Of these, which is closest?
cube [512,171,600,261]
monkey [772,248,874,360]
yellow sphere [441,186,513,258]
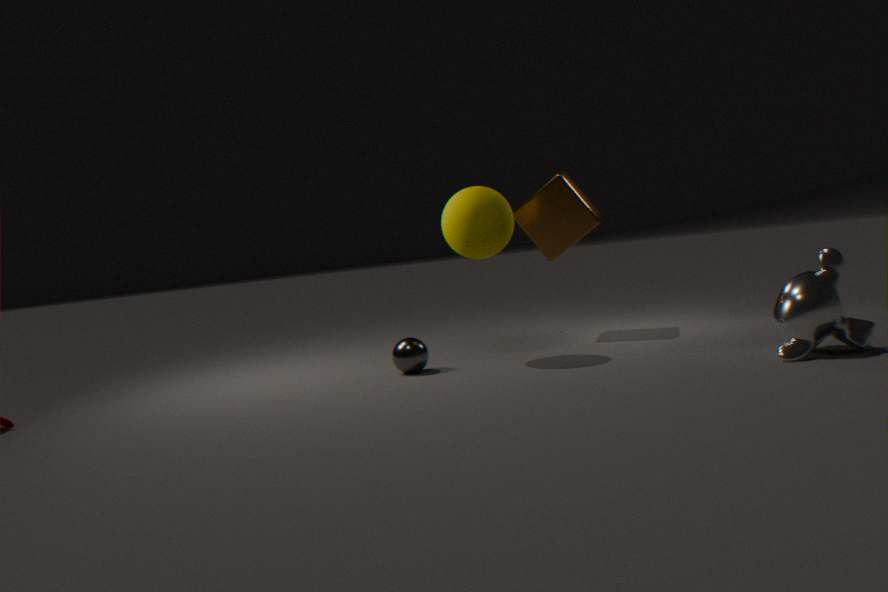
monkey [772,248,874,360]
